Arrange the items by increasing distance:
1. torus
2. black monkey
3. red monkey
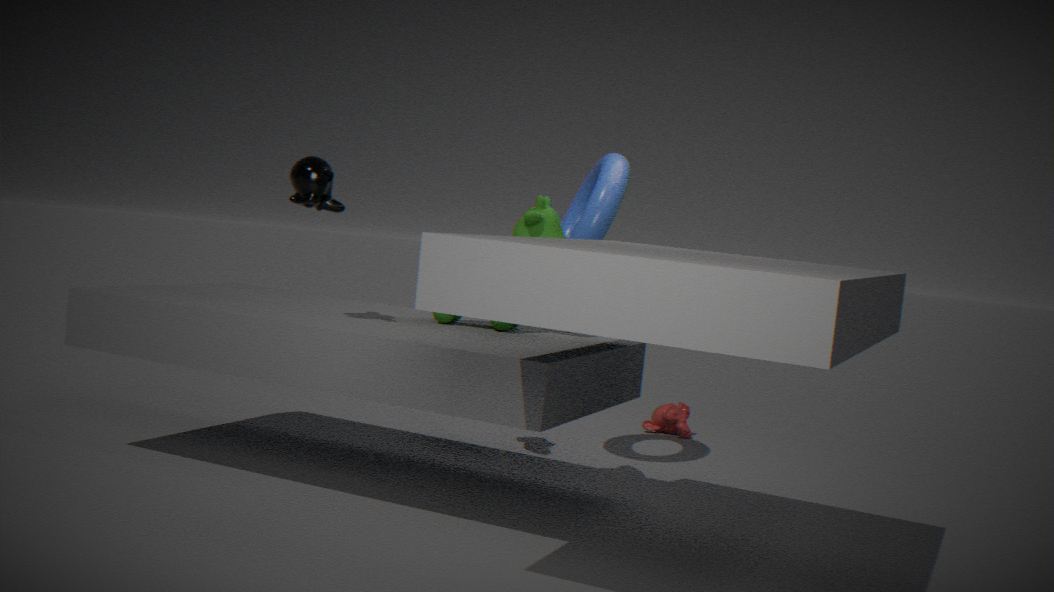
1. black monkey
2. torus
3. red monkey
